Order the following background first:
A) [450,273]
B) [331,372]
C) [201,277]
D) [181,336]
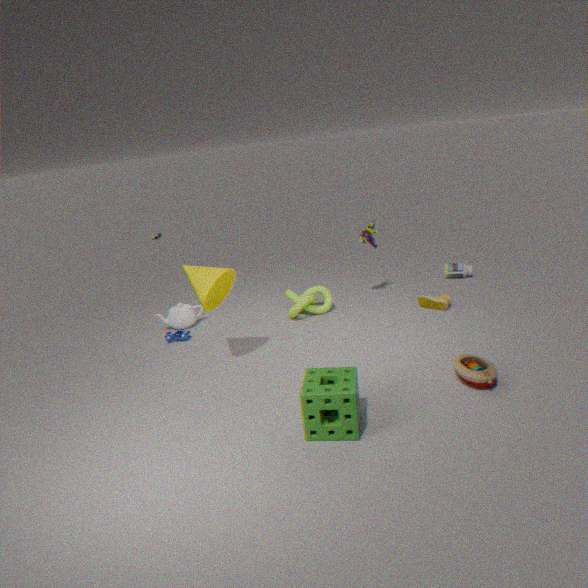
[450,273] < [181,336] < [201,277] < [331,372]
